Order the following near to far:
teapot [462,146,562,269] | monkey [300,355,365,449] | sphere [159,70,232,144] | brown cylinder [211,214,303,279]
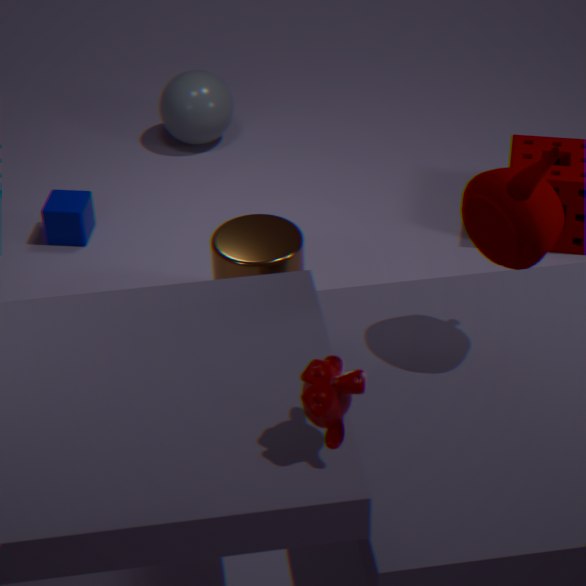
monkey [300,355,365,449]
teapot [462,146,562,269]
brown cylinder [211,214,303,279]
sphere [159,70,232,144]
